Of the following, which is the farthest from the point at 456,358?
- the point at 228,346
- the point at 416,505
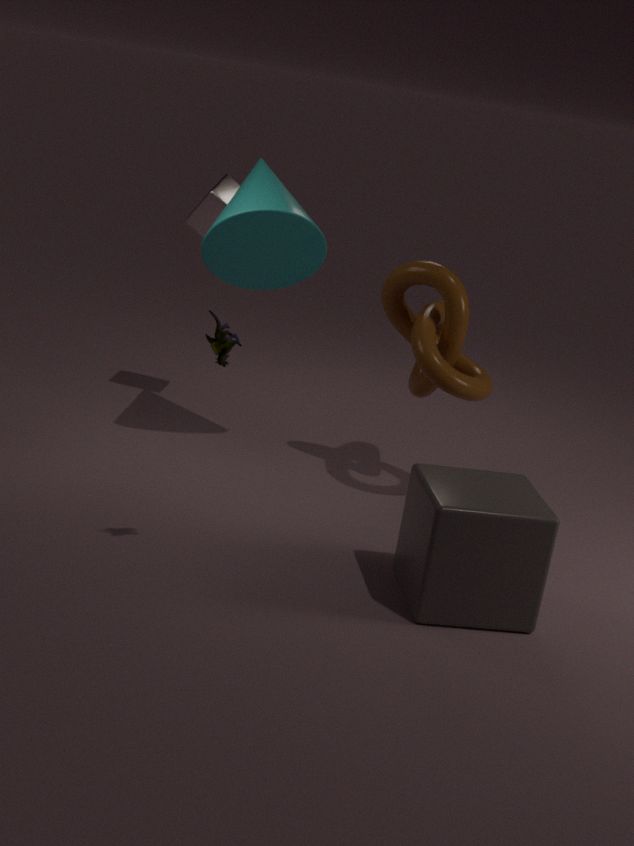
the point at 228,346
